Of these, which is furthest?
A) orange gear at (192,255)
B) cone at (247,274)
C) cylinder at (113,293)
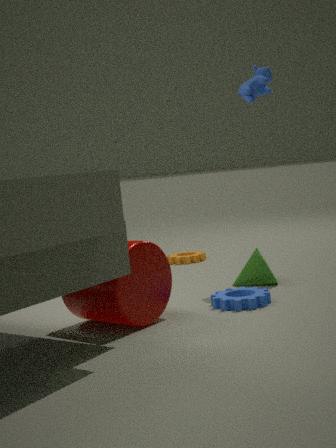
orange gear at (192,255)
